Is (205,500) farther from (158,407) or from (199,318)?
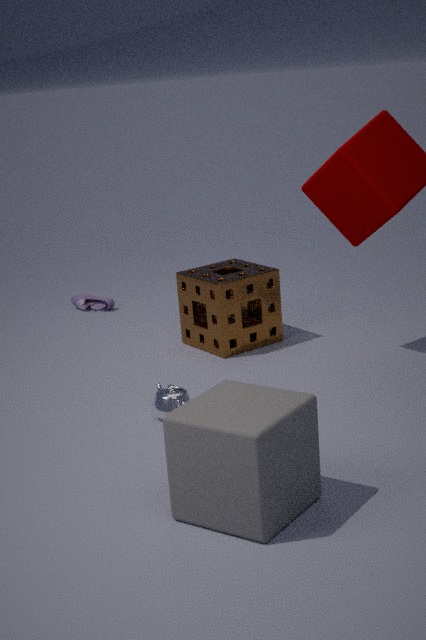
(199,318)
